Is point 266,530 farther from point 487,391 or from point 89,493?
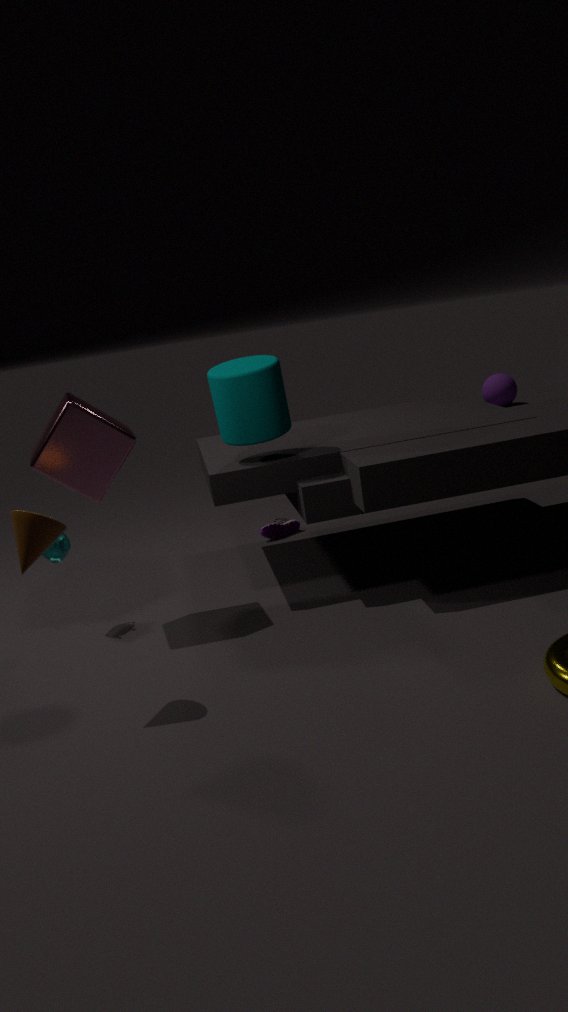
point 487,391
